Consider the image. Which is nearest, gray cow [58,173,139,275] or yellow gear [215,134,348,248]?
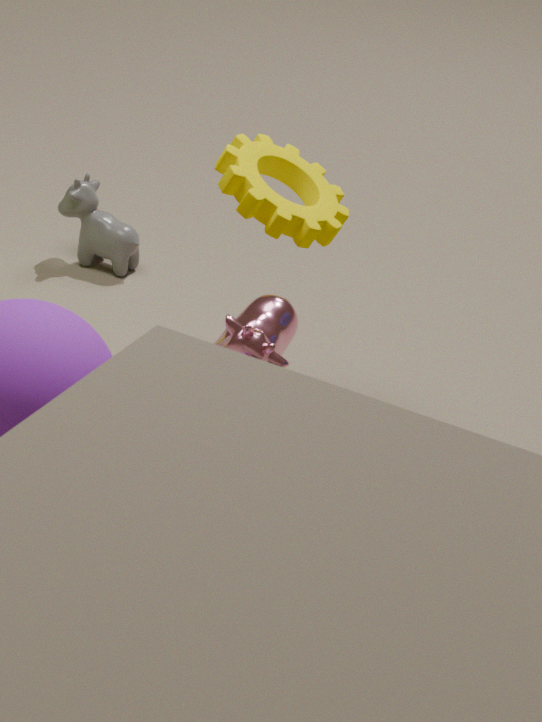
yellow gear [215,134,348,248]
